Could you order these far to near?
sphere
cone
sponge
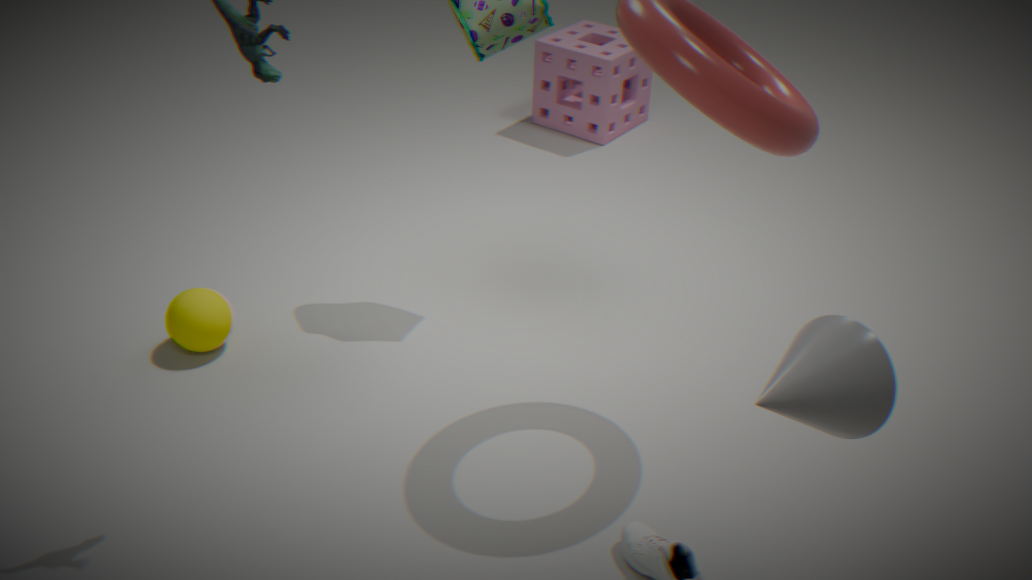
1. sponge
2. sphere
3. cone
